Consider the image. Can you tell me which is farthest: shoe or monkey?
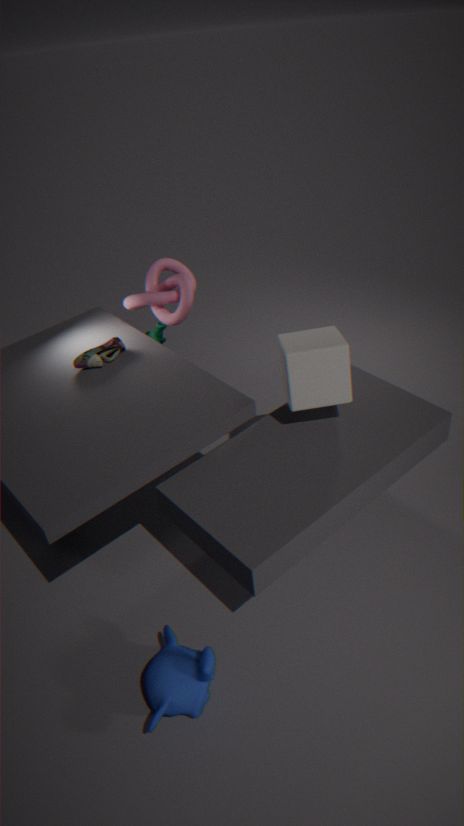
shoe
